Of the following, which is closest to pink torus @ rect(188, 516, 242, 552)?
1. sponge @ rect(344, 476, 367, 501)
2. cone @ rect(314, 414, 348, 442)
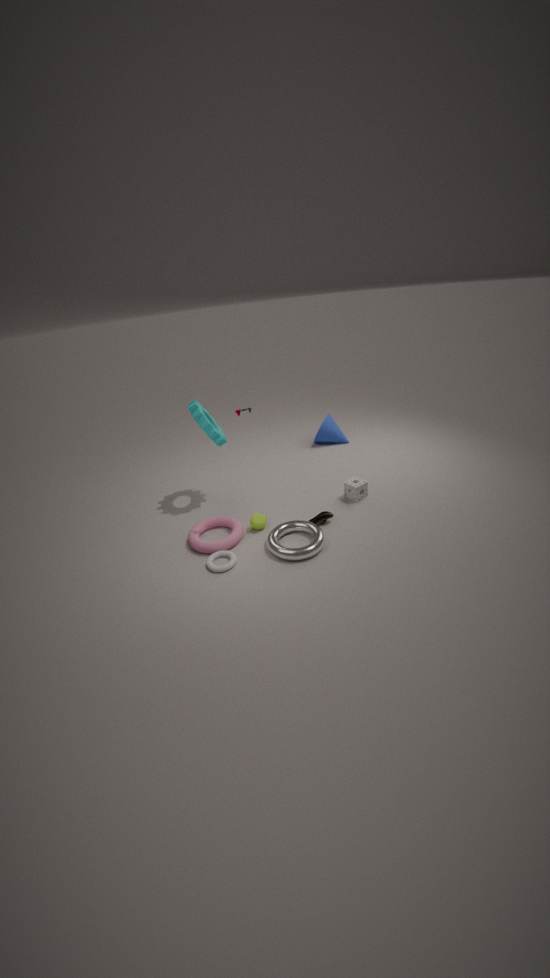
sponge @ rect(344, 476, 367, 501)
